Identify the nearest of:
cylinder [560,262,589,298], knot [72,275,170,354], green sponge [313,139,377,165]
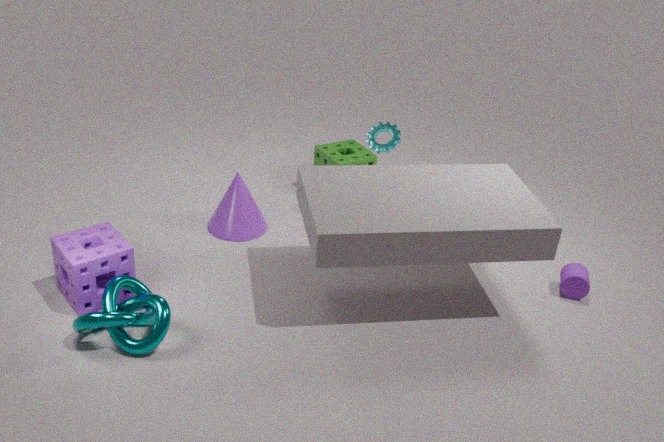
knot [72,275,170,354]
